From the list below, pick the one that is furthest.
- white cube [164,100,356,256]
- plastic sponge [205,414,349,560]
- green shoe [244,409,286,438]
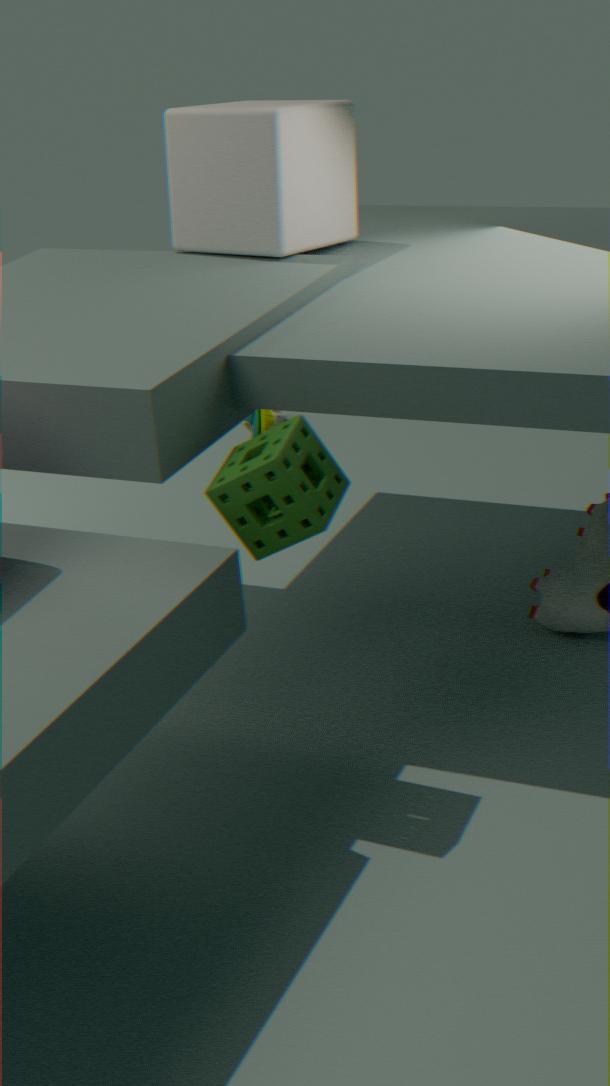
green shoe [244,409,286,438]
